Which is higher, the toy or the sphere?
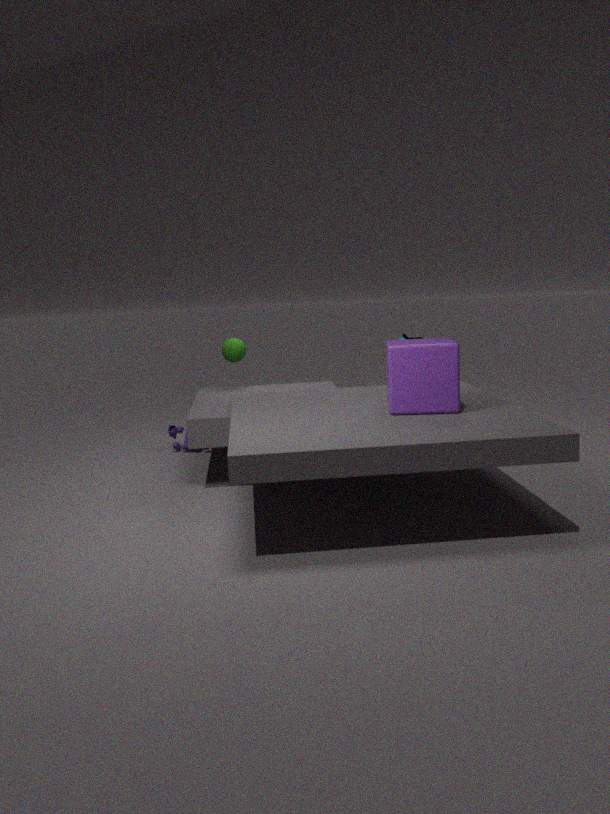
the sphere
